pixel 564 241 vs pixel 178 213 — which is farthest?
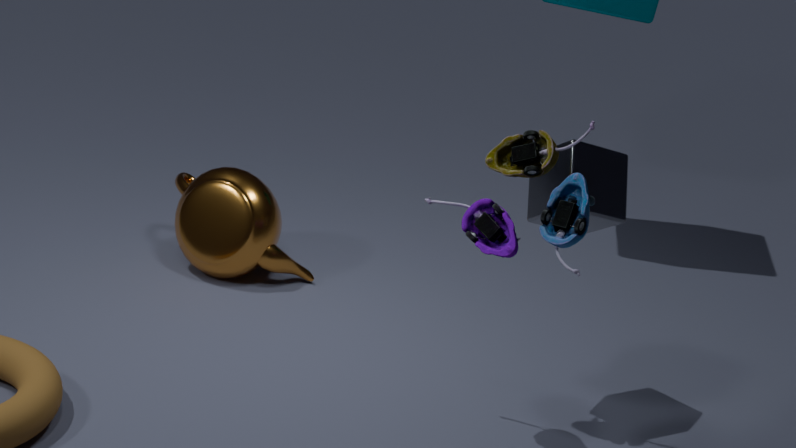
pixel 178 213
